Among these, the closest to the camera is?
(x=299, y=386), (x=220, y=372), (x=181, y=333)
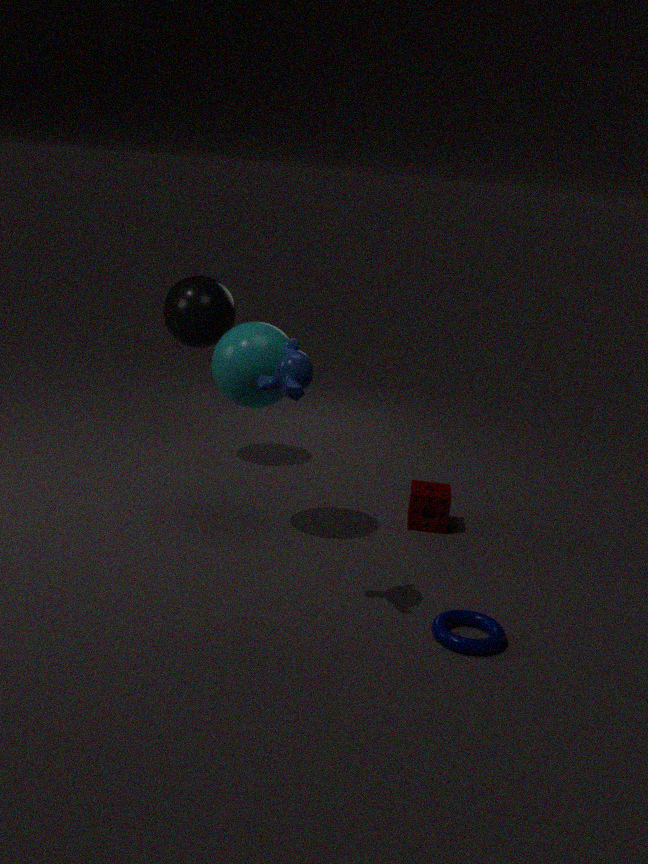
(x=299, y=386)
